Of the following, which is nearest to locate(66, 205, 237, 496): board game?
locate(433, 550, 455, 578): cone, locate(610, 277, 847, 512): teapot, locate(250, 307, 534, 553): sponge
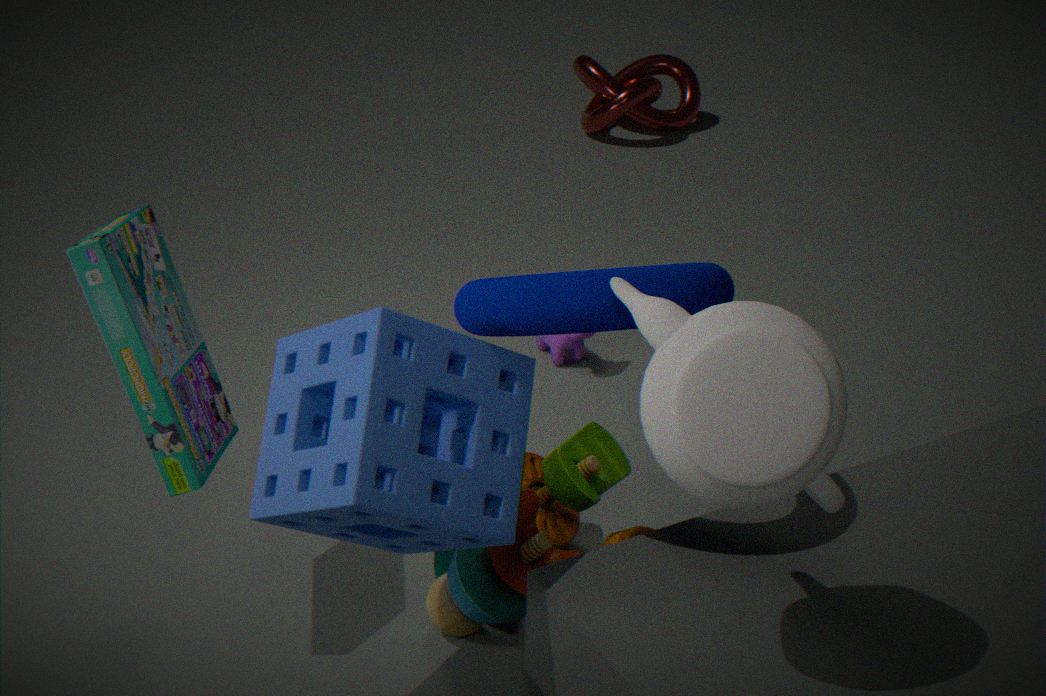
locate(250, 307, 534, 553): sponge
